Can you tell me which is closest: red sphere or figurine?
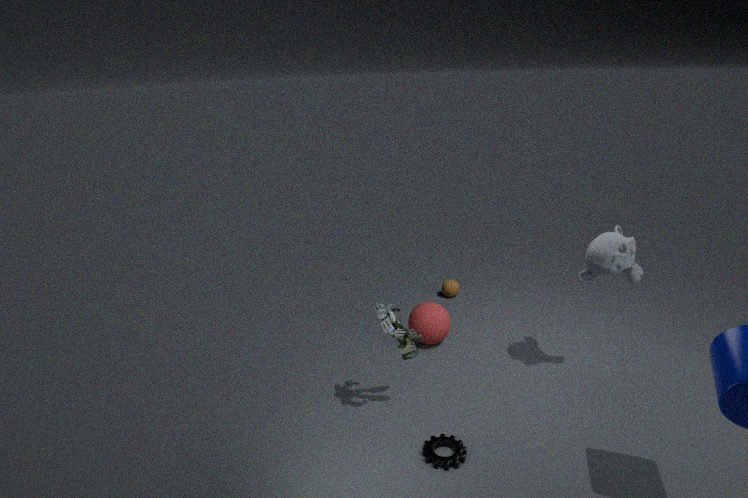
figurine
